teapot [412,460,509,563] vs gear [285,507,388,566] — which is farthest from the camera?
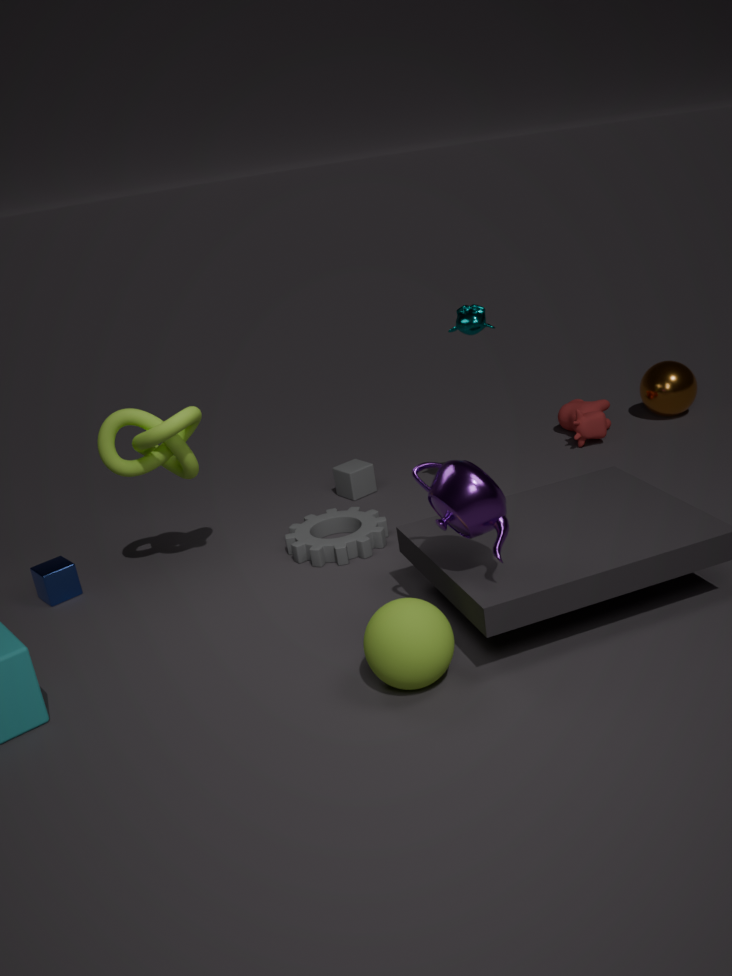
gear [285,507,388,566]
